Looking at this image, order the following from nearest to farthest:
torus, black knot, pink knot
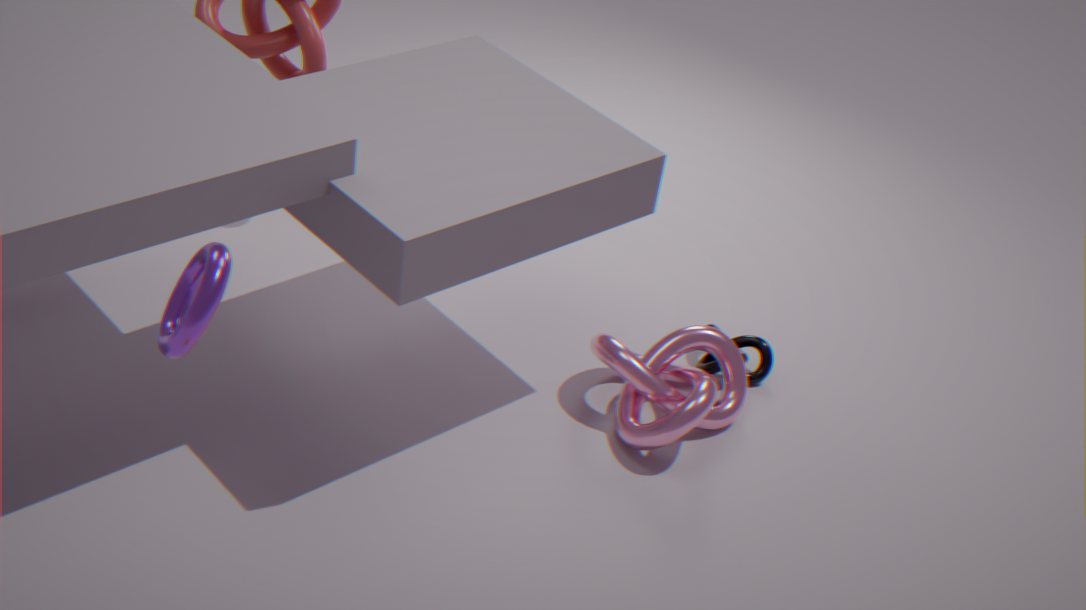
torus
pink knot
black knot
